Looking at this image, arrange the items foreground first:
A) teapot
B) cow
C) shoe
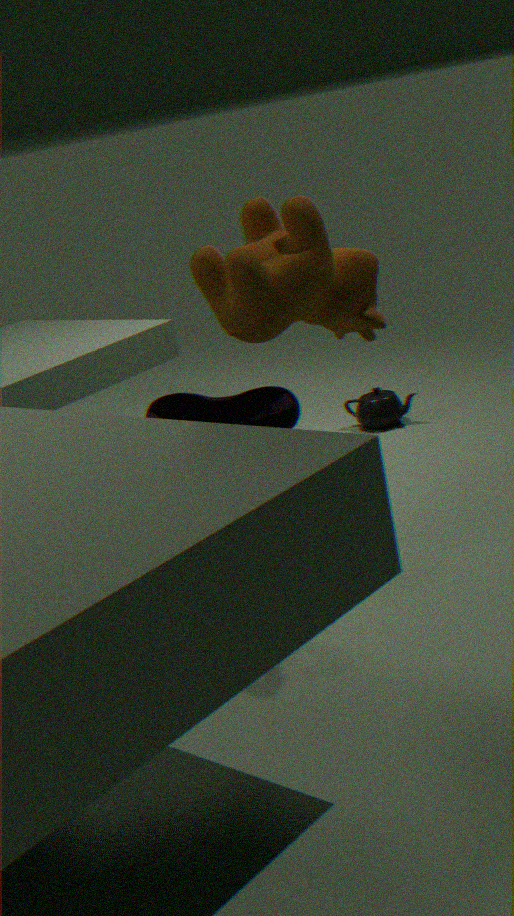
cow
shoe
teapot
